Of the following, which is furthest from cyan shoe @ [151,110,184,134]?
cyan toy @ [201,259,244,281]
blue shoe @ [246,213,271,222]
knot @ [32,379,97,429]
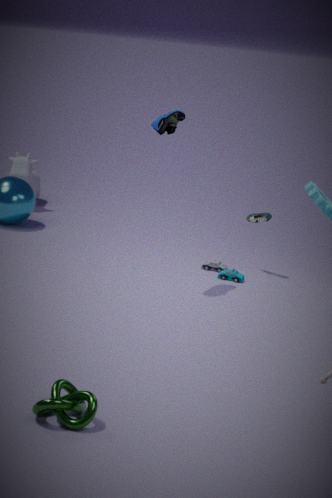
knot @ [32,379,97,429]
